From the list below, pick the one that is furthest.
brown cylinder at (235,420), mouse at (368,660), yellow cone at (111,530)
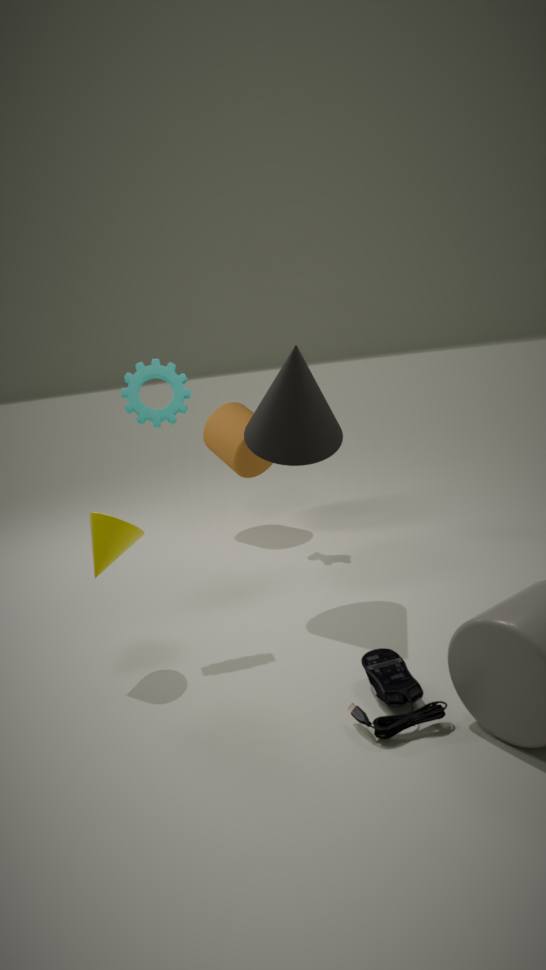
brown cylinder at (235,420)
